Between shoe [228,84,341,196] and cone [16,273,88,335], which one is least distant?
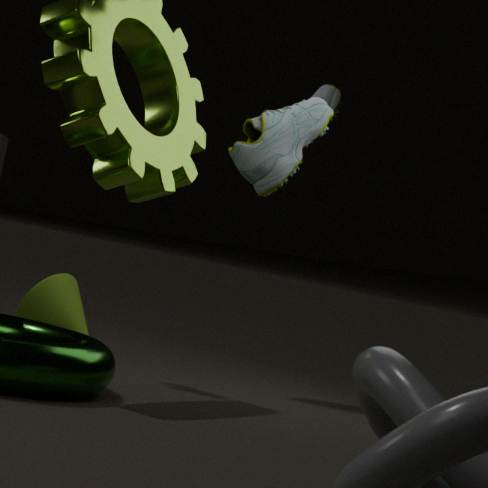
shoe [228,84,341,196]
